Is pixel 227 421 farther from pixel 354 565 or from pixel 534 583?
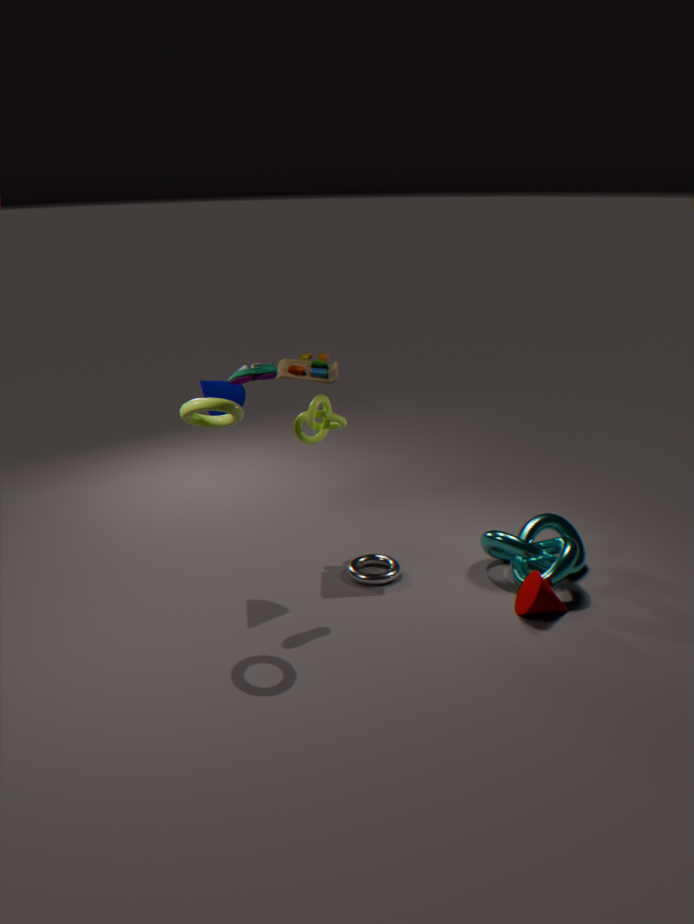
pixel 534 583
